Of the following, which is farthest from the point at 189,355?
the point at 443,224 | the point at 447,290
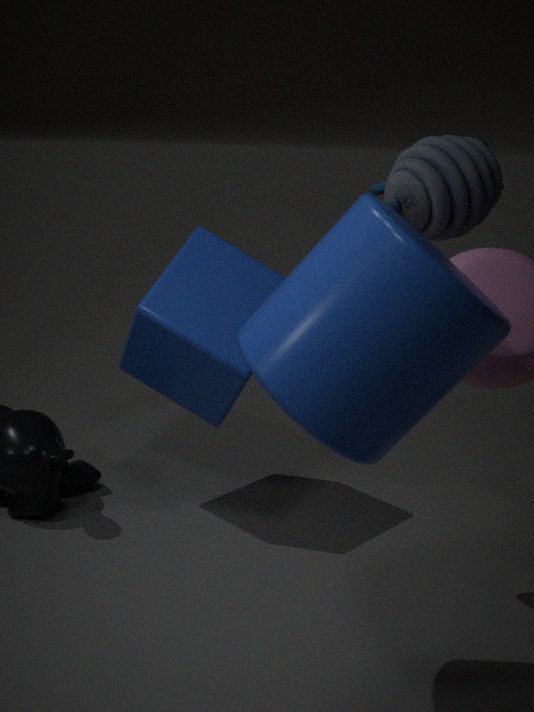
the point at 447,290
